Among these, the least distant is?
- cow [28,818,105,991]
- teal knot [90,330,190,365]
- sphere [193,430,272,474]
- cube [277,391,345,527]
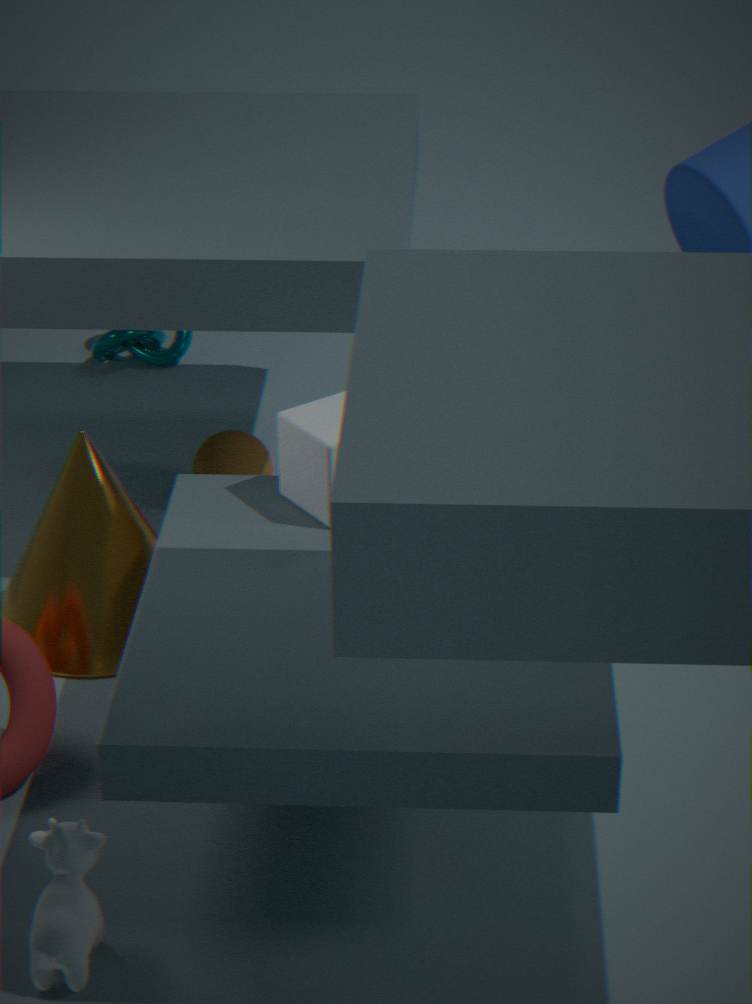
cow [28,818,105,991]
